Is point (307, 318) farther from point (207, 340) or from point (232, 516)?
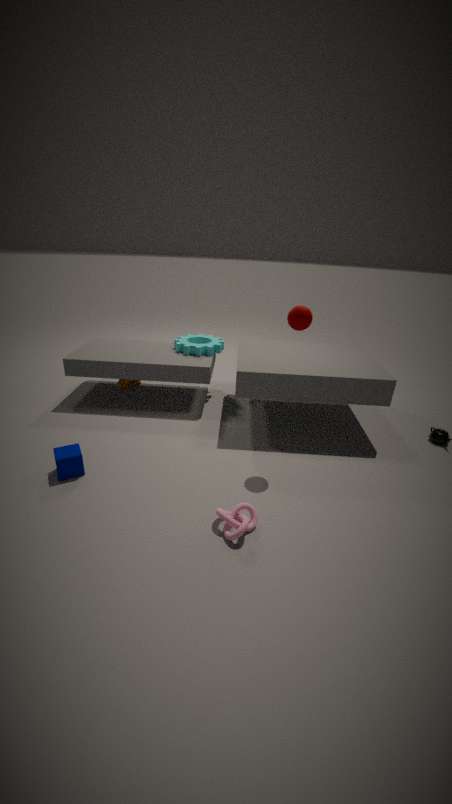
point (207, 340)
